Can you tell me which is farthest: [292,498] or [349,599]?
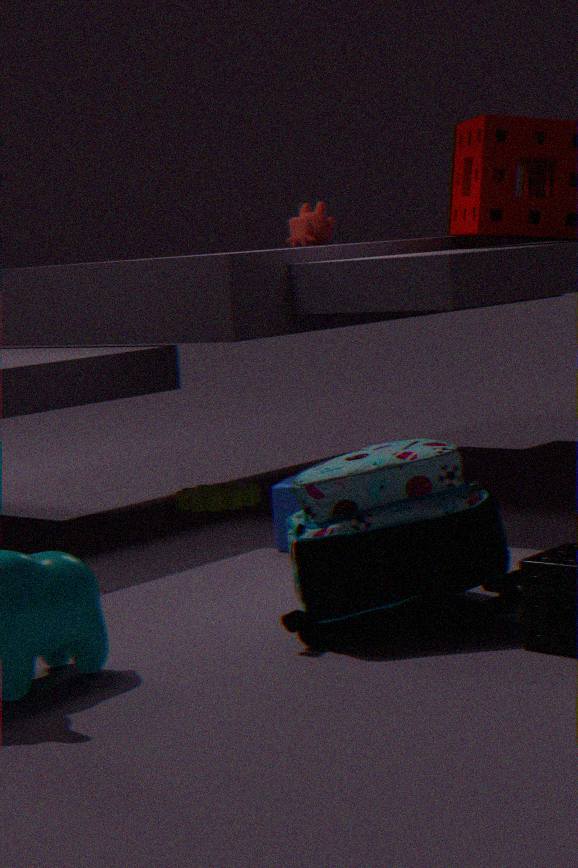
[292,498]
